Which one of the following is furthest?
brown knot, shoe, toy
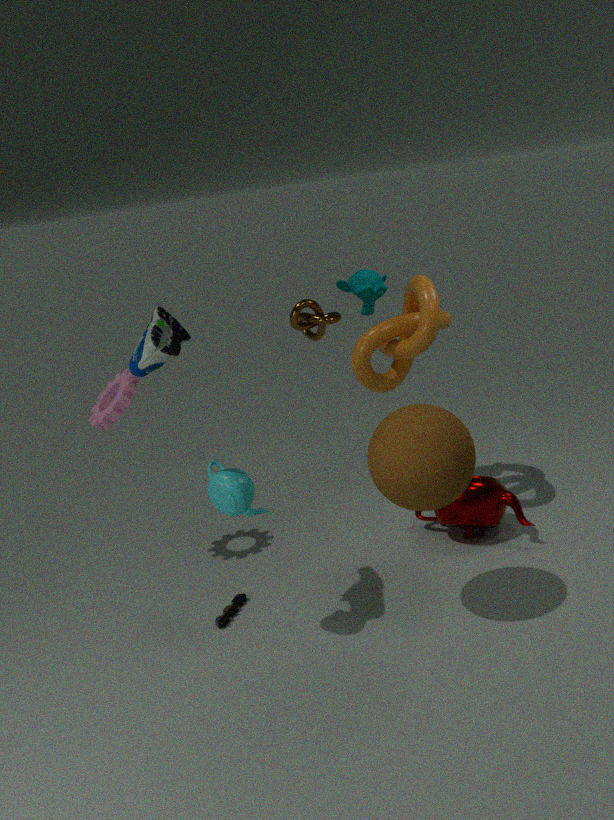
brown knot
